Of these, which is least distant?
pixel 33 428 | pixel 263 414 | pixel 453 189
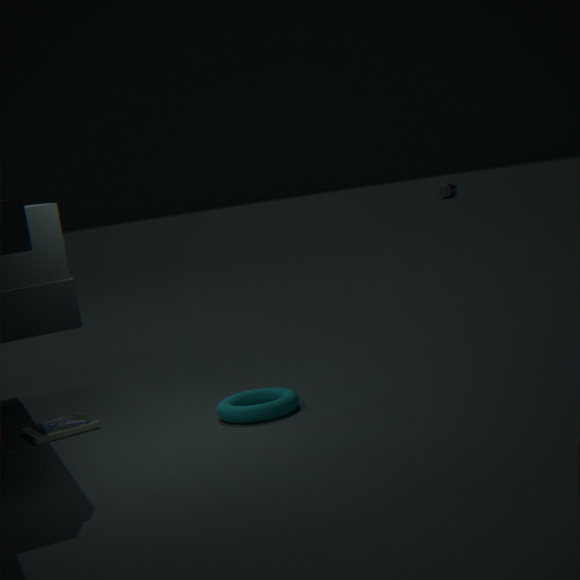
pixel 263 414
